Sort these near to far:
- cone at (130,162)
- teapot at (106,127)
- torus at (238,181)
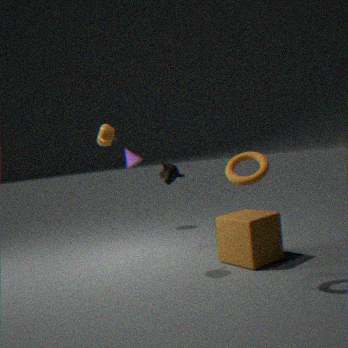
torus at (238,181) → teapot at (106,127) → cone at (130,162)
